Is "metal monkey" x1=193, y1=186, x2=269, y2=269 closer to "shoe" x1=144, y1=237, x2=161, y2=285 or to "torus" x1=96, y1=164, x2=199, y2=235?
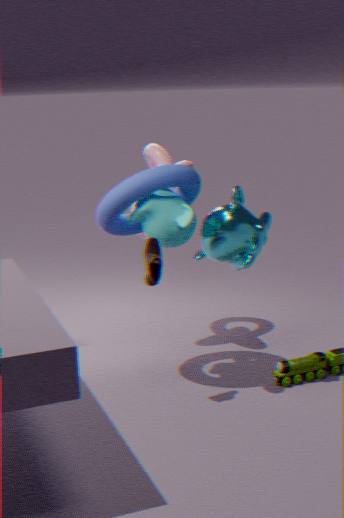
"torus" x1=96, y1=164, x2=199, y2=235
